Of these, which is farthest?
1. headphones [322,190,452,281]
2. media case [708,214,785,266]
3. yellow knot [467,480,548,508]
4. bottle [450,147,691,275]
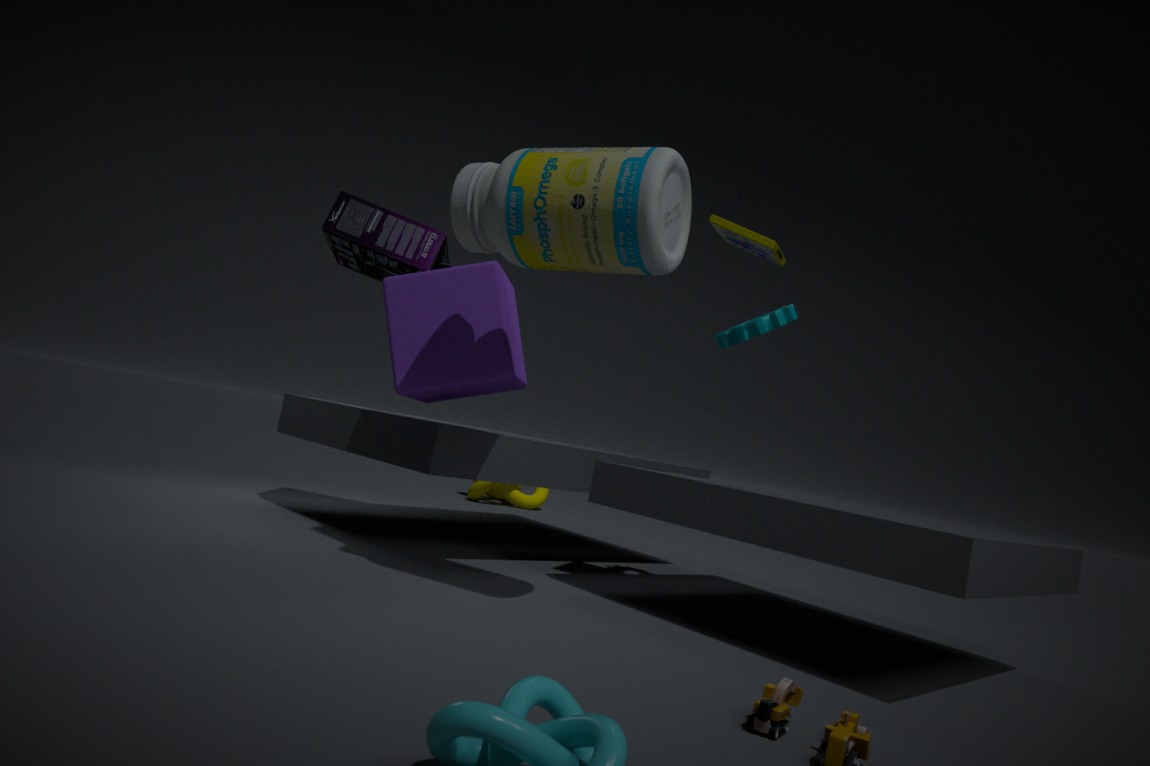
yellow knot [467,480,548,508]
